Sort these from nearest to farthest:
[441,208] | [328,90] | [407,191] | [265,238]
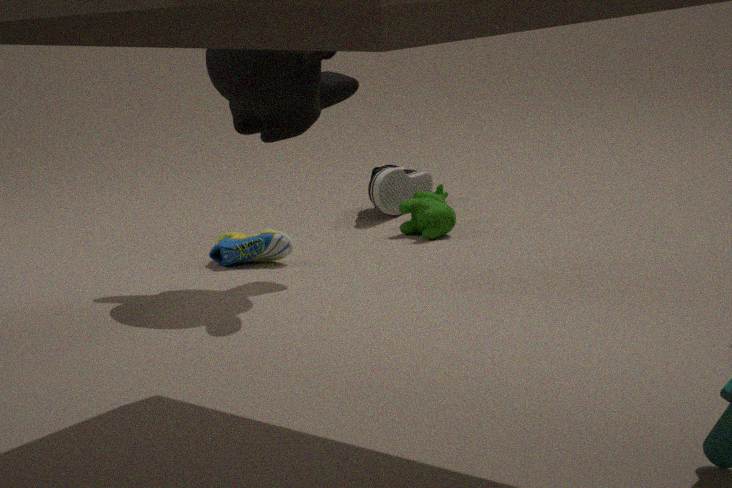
1. [328,90]
2. [265,238]
3. [441,208]
4. [407,191]
